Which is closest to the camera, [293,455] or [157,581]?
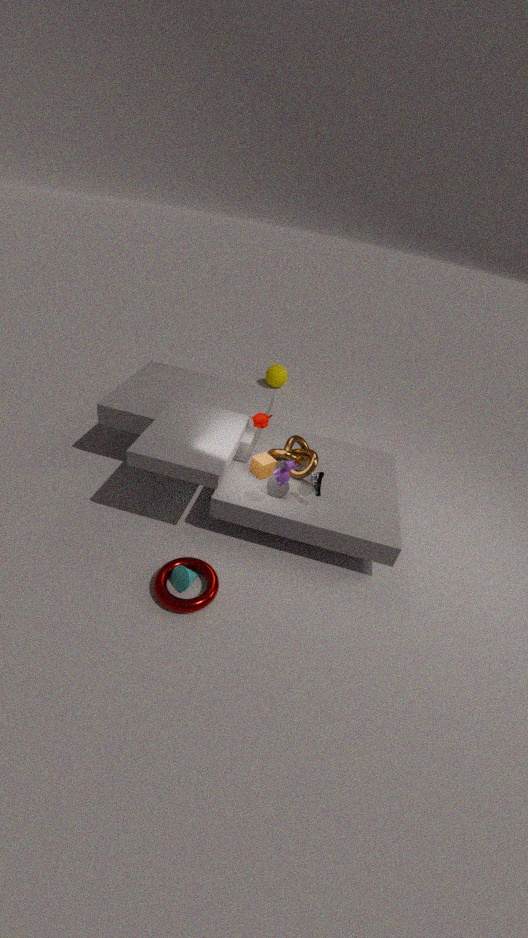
[157,581]
